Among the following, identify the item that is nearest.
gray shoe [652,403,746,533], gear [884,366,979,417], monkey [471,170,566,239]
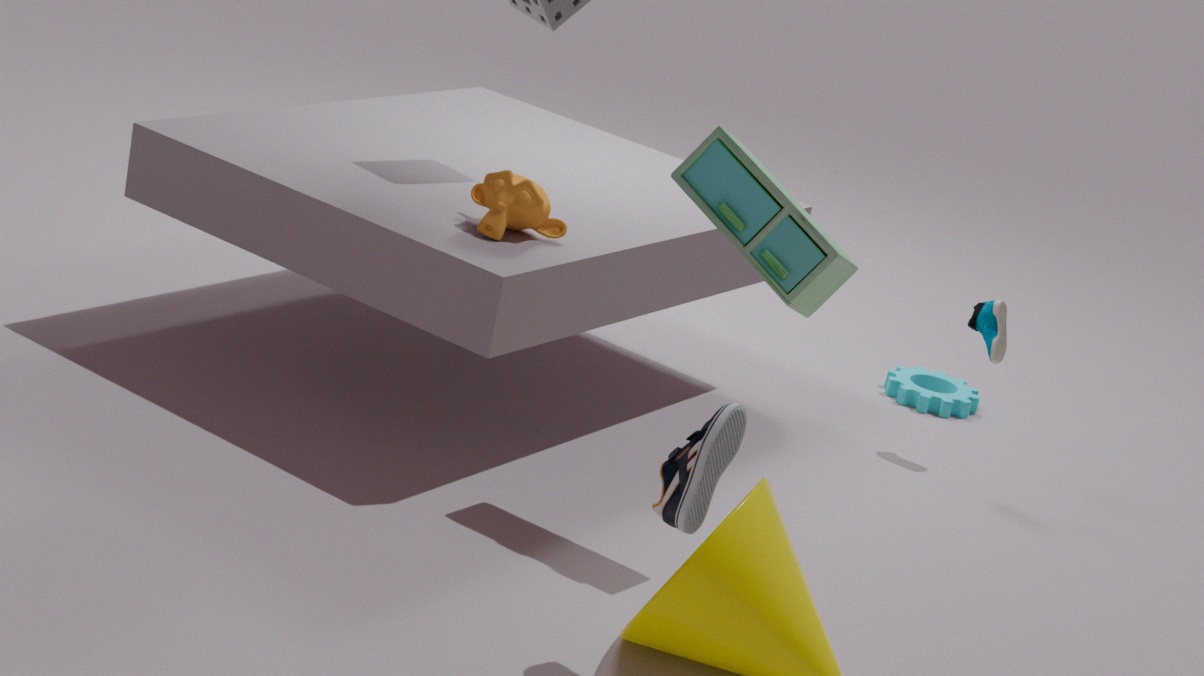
gray shoe [652,403,746,533]
